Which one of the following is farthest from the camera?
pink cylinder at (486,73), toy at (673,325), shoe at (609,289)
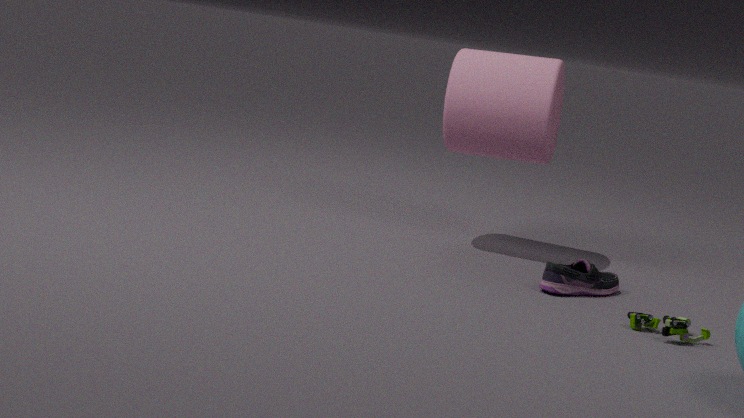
pink cylinder at (486,73)
